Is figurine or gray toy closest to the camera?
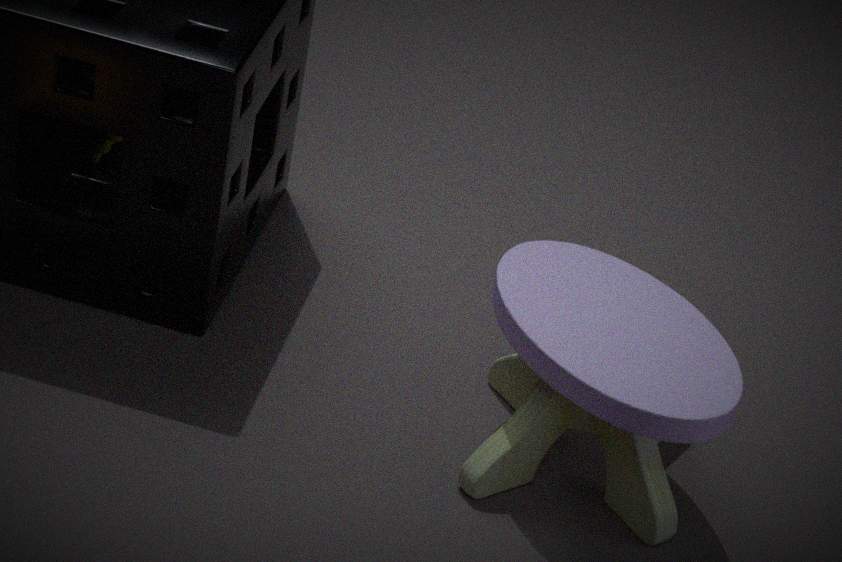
gray toy
